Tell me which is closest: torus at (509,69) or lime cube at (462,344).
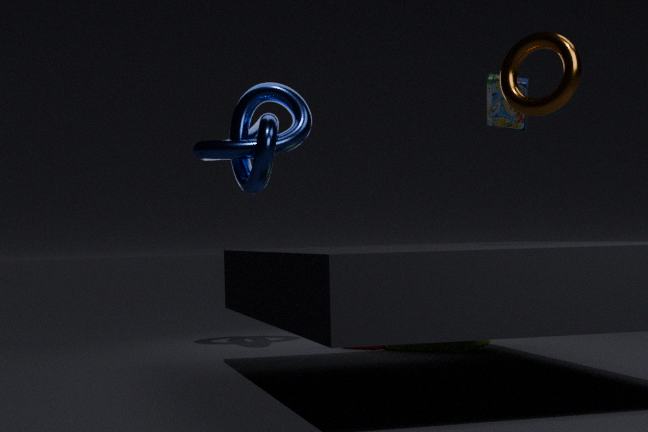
torus at (509,69)
